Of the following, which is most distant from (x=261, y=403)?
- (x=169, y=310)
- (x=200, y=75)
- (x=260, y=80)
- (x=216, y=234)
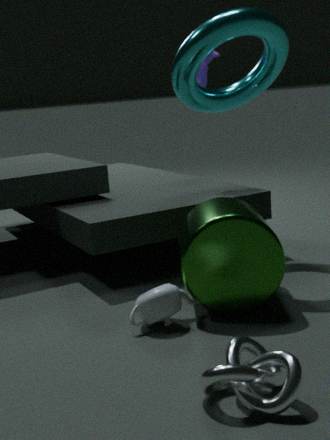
(x=200, y=75)
